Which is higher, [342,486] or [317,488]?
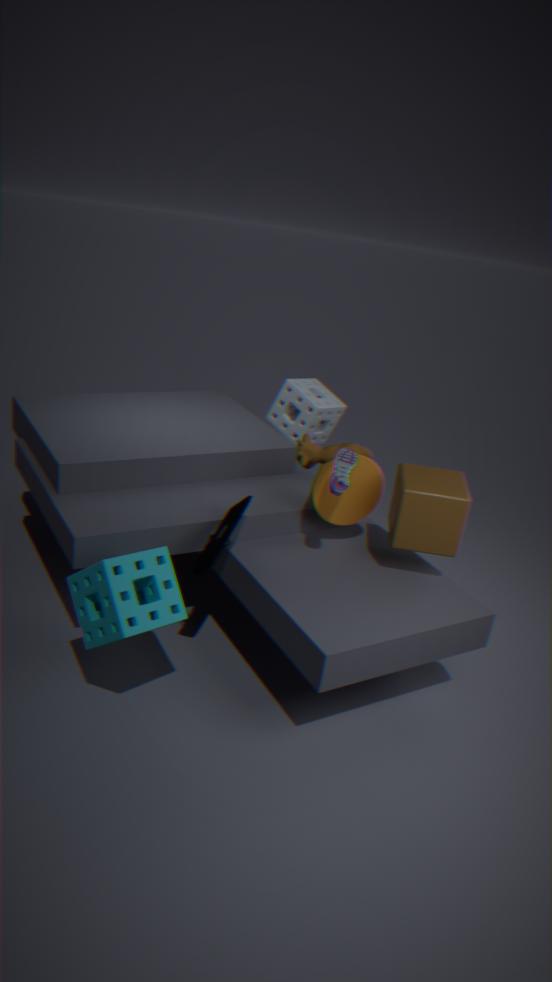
[342,486]
